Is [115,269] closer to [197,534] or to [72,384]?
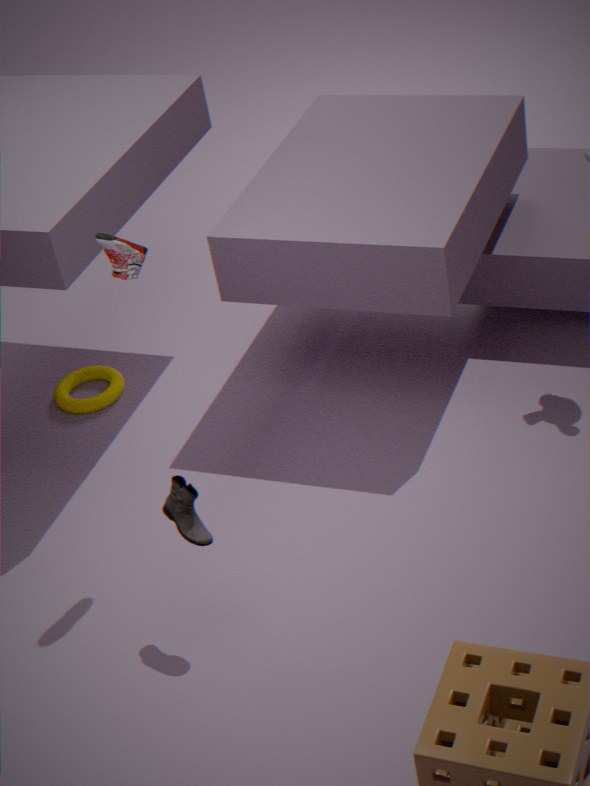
[197,534]
